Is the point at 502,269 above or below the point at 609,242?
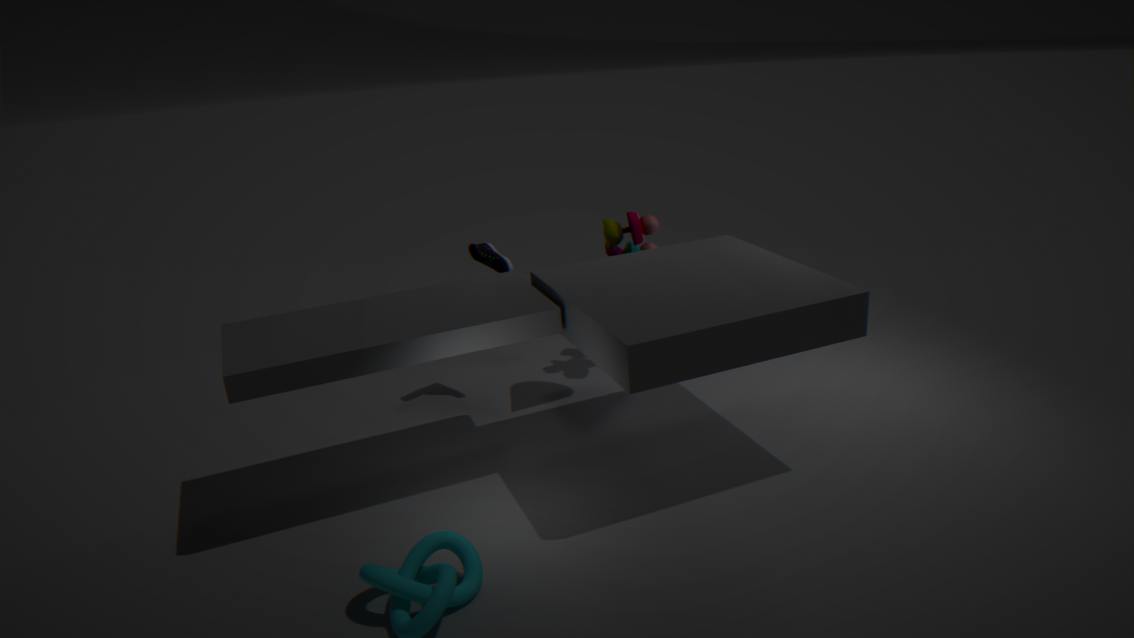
above
